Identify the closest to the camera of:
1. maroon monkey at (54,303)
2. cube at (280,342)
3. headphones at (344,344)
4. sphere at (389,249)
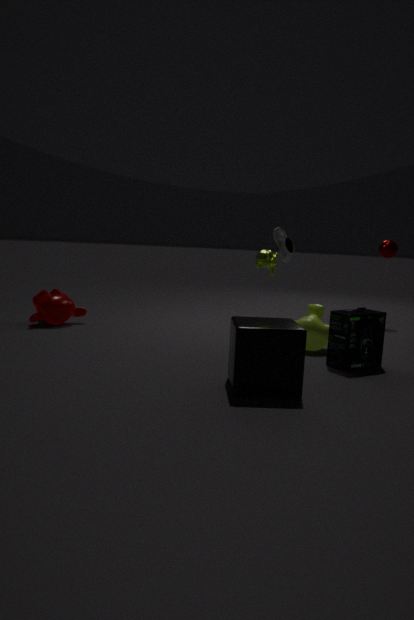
cube at (280,342)
